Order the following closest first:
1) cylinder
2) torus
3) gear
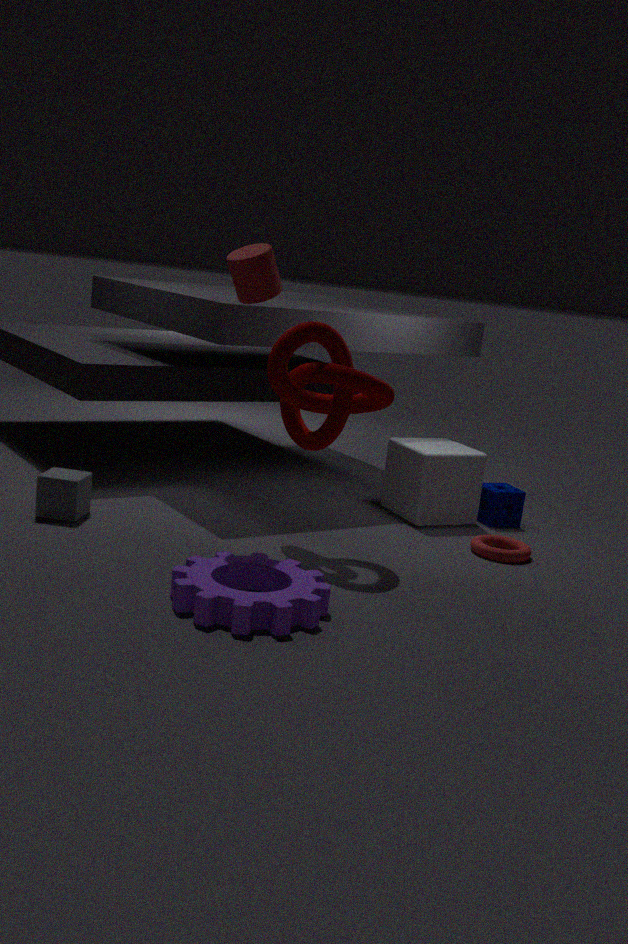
1. 3. gear
2. 1. cylinder
3. 2. torus
